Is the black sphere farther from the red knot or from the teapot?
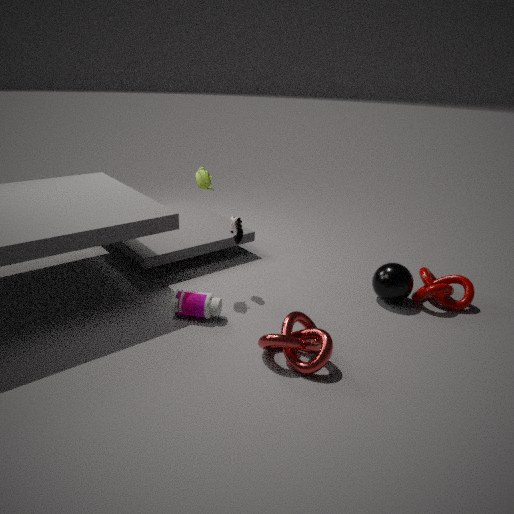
the teapot
